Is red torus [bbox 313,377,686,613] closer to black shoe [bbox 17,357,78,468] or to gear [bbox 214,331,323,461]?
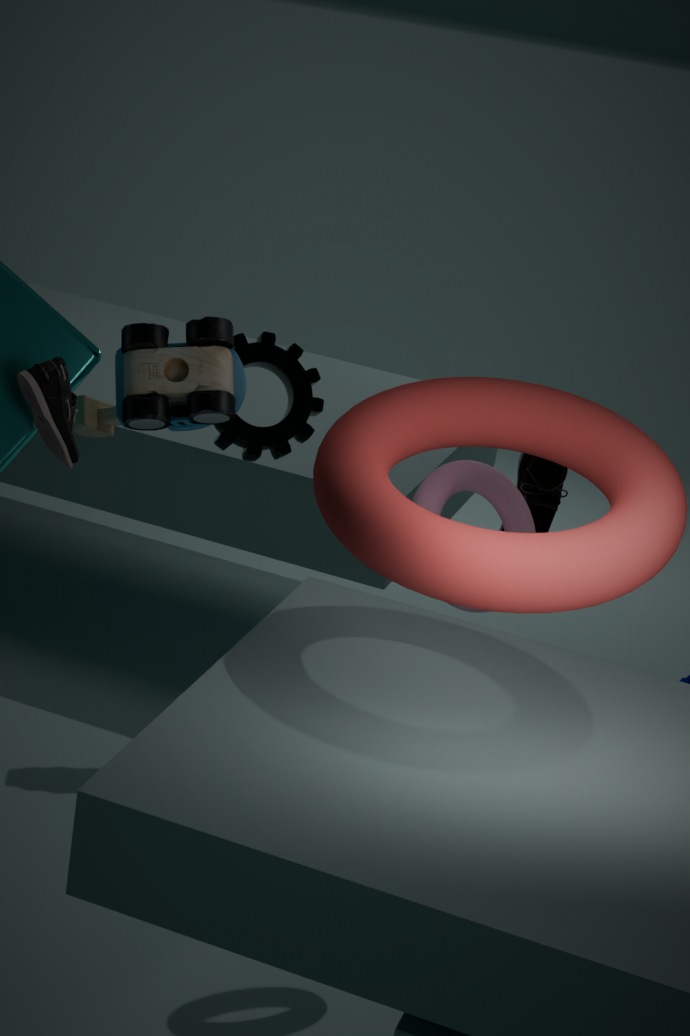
black shoe [bbox 17,357,78,468]
